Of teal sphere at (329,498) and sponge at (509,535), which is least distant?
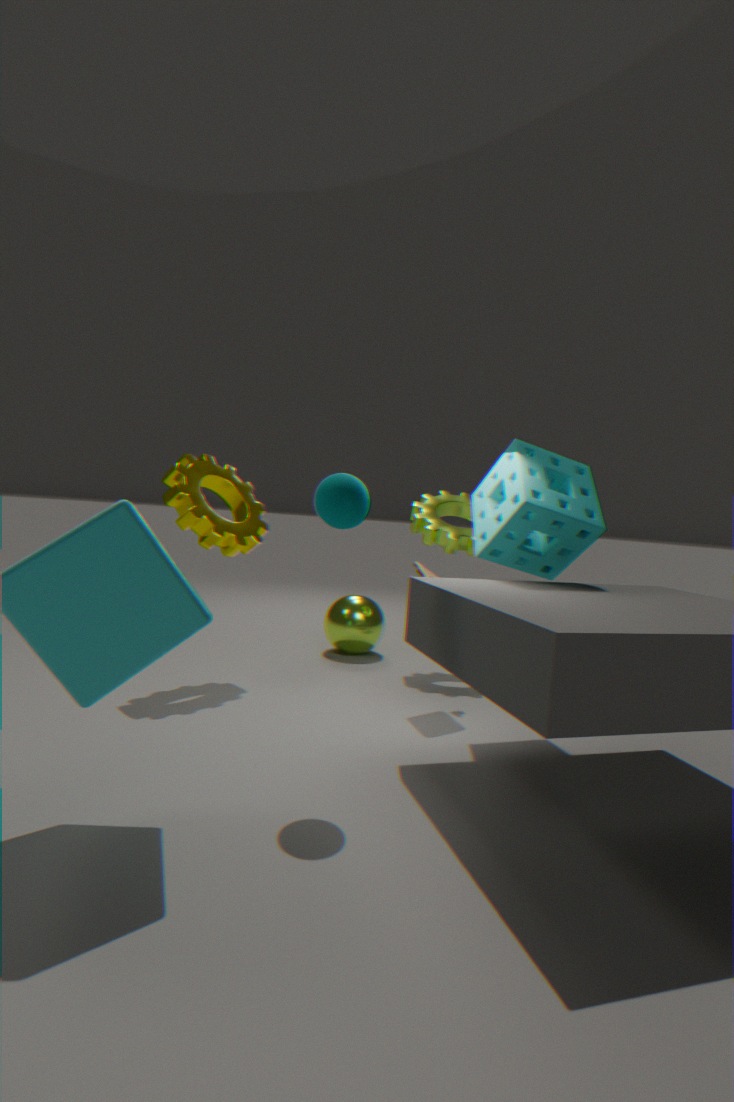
teal sphere at (329,498)
